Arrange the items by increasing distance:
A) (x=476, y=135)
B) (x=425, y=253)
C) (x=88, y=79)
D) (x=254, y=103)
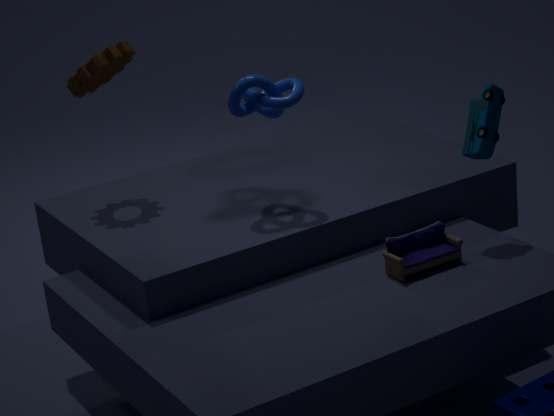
1. (x=425, y=253)
2. (x=476, y=135)
3. (x=254, y=103)
4. (x=88, y=79)
